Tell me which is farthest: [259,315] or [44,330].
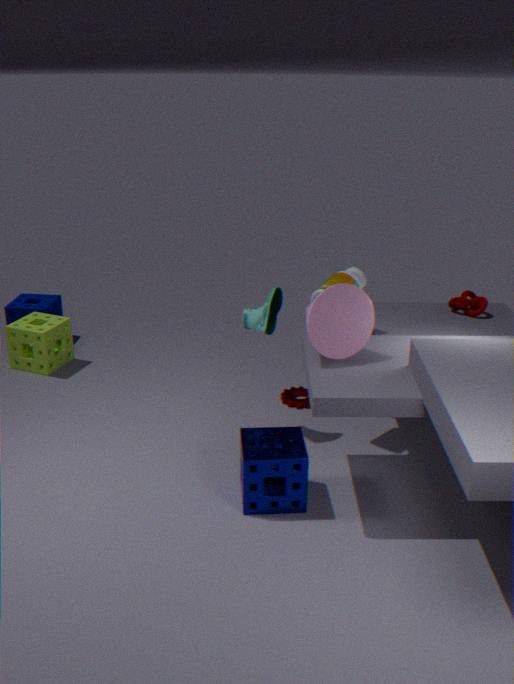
[44,330]
